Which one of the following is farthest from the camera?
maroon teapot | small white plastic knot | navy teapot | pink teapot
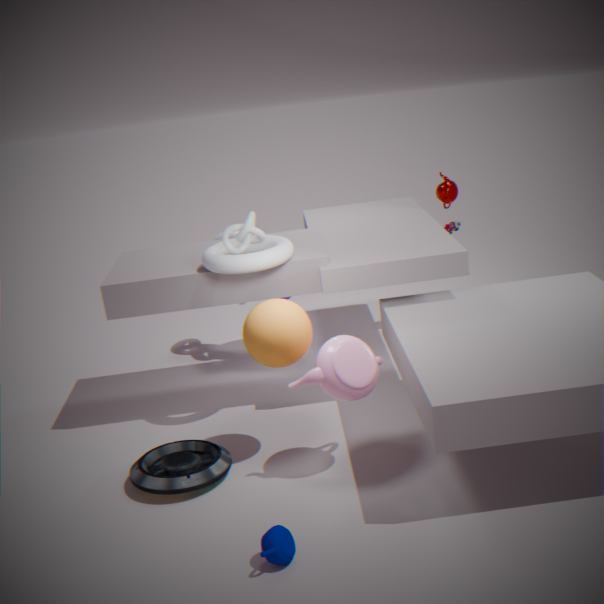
maroon teapot
